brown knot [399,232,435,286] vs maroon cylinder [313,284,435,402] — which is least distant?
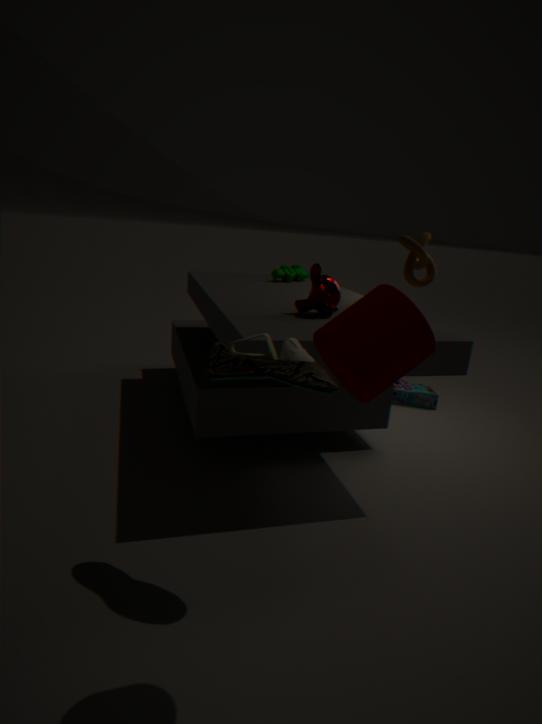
maroon cylinder [313,284,435,402]
